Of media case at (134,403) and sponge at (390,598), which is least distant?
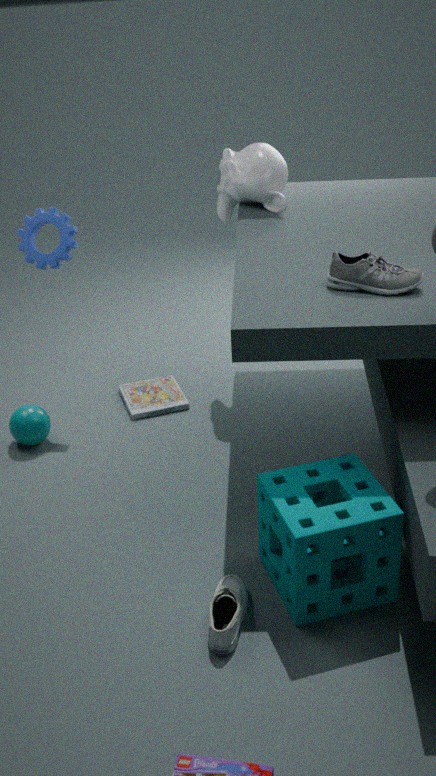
sponge at (390,598)
